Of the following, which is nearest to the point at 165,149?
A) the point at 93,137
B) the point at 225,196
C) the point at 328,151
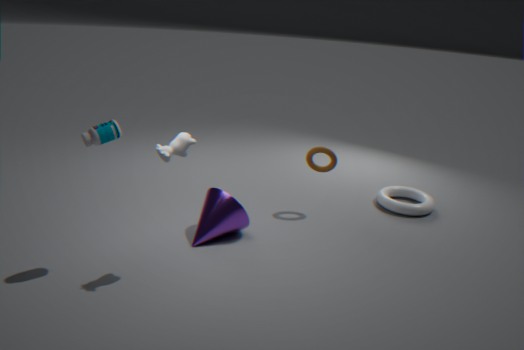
the point at 93,137
